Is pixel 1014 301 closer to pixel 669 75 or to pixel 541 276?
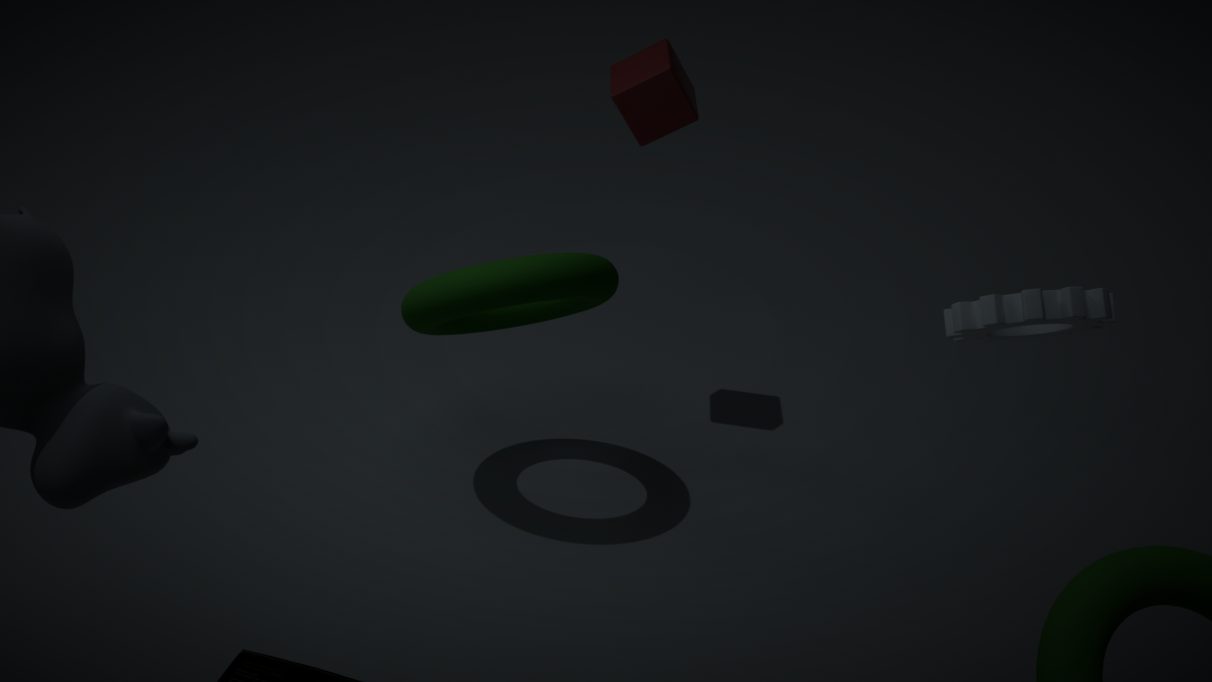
pixel 541 276
